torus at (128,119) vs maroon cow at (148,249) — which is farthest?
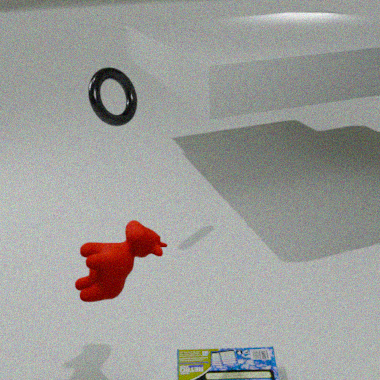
torus at (128,119)
